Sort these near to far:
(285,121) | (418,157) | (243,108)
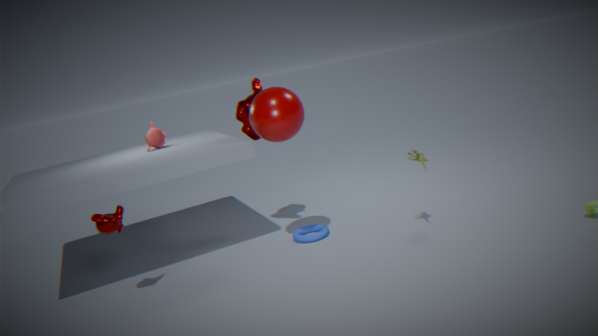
(285,121) < (418,157) < (243,108)
